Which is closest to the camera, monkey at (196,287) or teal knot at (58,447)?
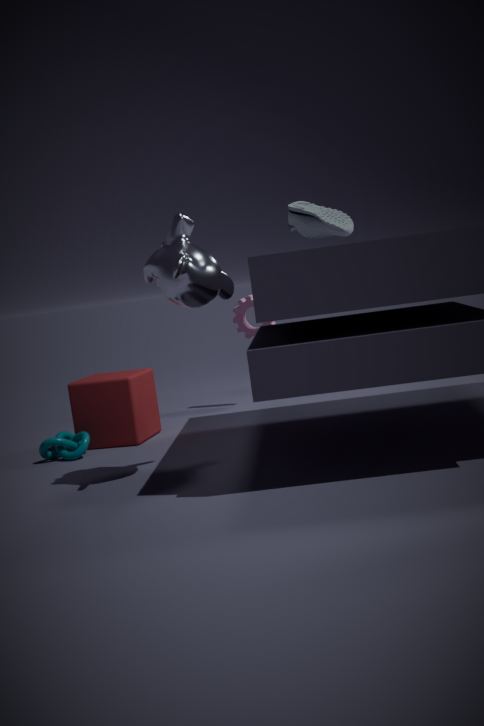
monkey at (196,287)
